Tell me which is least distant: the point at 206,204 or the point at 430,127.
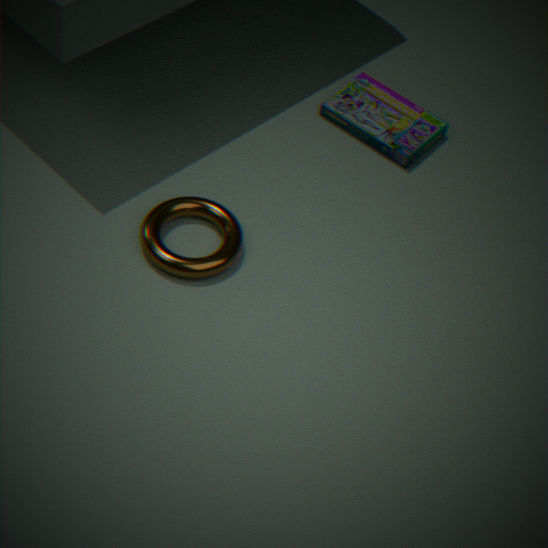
the point at 206,204
